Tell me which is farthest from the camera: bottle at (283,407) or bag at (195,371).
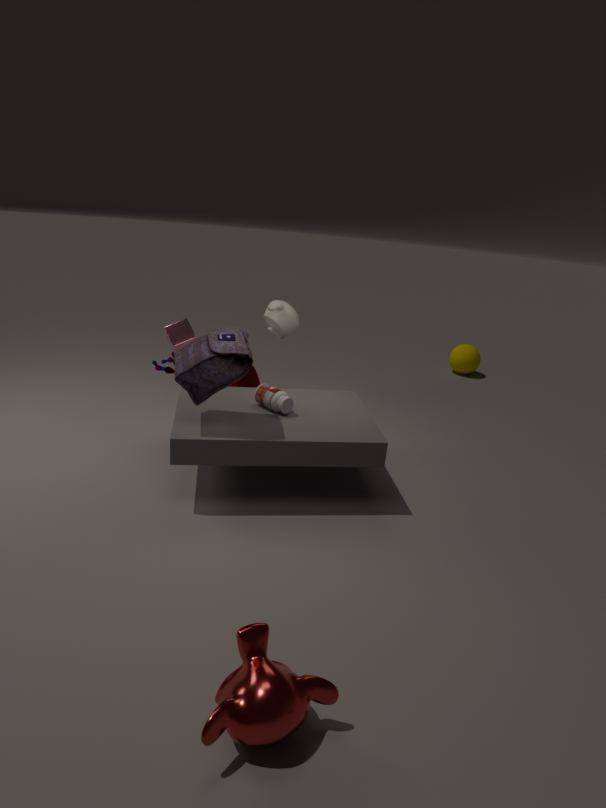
bottle at (283,407)
